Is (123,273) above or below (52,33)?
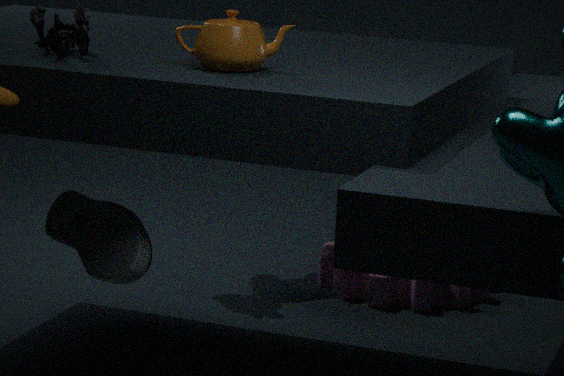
below
